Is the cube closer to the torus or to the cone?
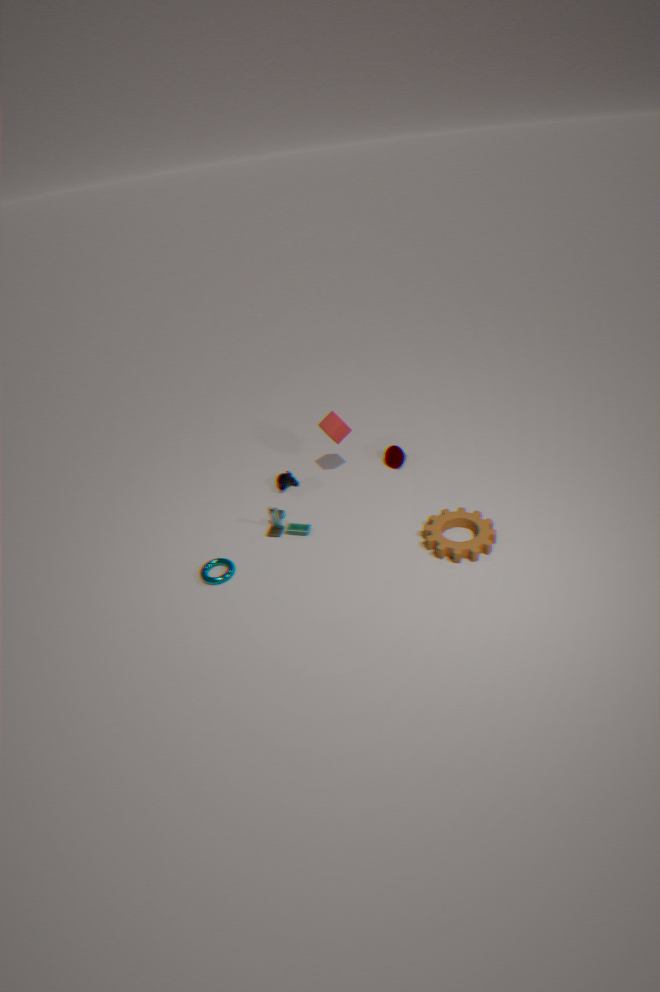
the cone
